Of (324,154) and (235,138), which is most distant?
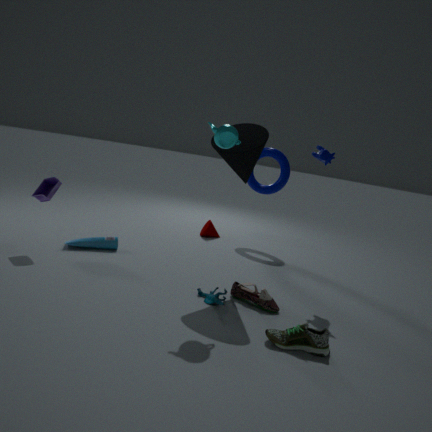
(324,154)
